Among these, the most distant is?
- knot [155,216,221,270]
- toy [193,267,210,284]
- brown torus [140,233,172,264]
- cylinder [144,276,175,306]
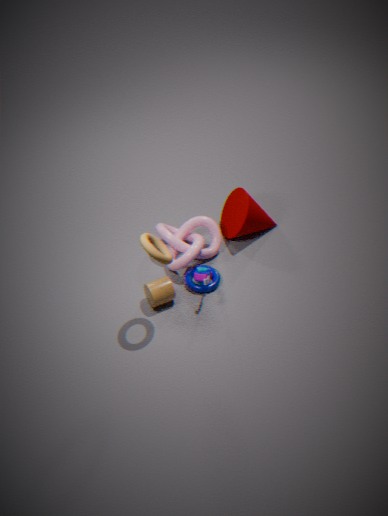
knot [155,216,221,270]
